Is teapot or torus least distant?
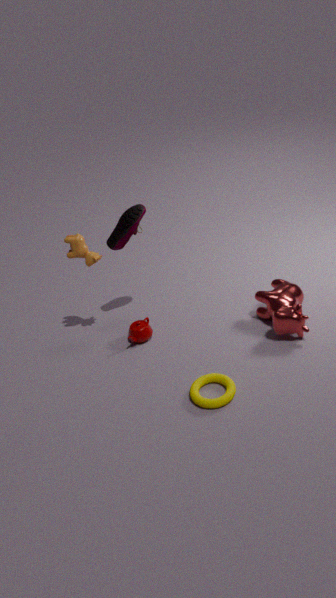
torus
